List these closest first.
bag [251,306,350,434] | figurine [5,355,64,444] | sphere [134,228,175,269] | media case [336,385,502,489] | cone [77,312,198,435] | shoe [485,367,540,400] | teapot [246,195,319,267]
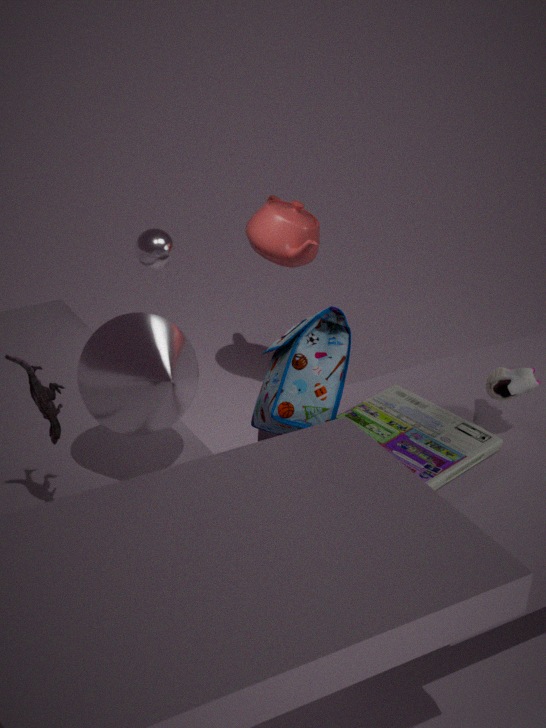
figurine [5,355,64,444] < cone [77,312,198,435] < bag [251,306,350,434] < media case [336,385,502,489] < shoe [485,367,540,400] < teapot [246,195,319,267] < sphere [134,228,175,269]
